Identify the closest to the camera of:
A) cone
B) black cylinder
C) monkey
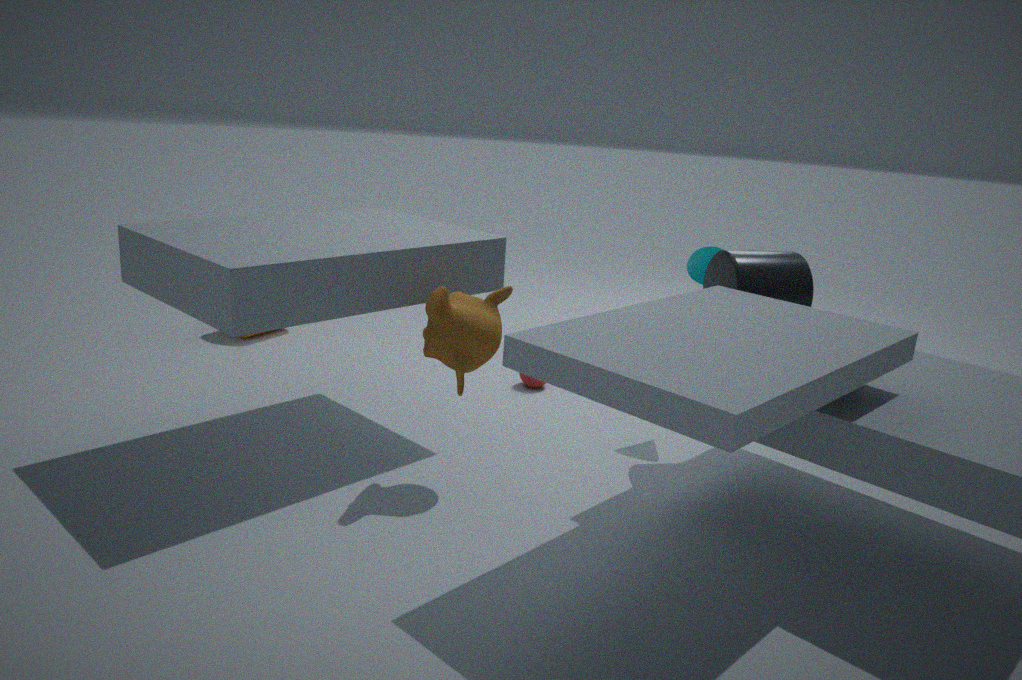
monkey
